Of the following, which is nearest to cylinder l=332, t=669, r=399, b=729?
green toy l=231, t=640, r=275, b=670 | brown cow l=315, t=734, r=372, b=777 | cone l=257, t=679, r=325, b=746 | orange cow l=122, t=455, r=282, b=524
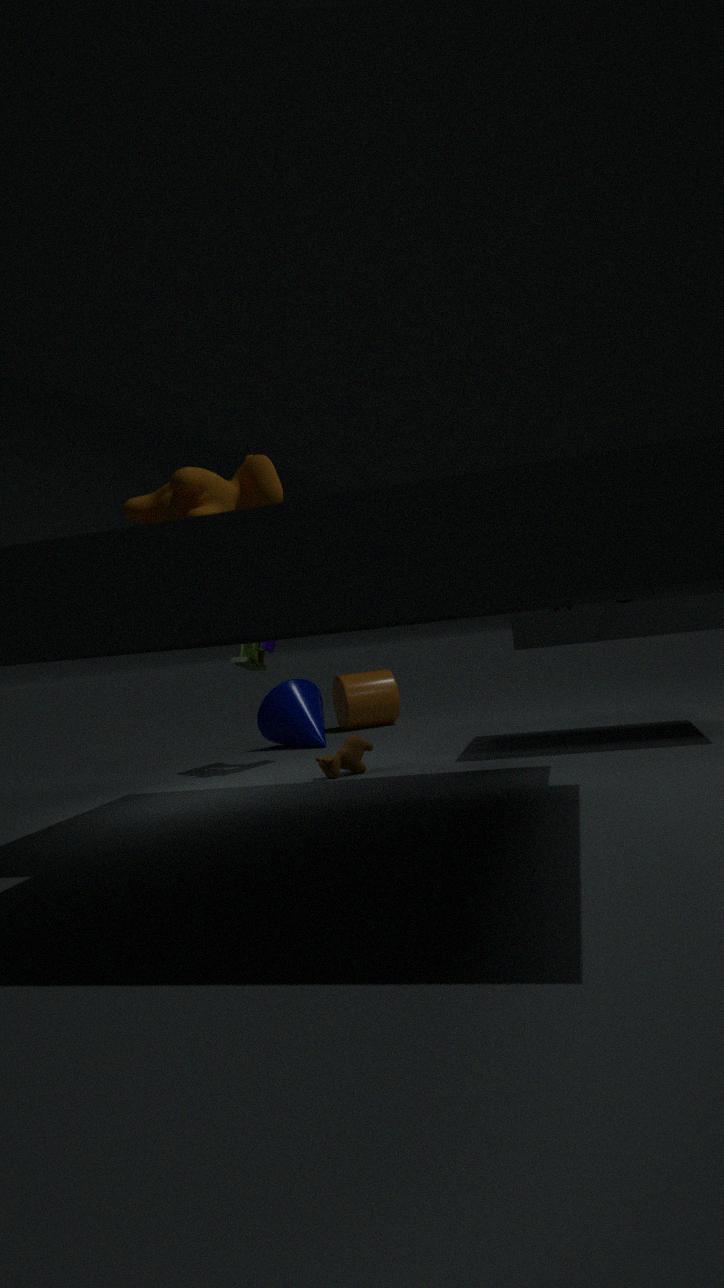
cone l=257, t=679, r=325, b=746
